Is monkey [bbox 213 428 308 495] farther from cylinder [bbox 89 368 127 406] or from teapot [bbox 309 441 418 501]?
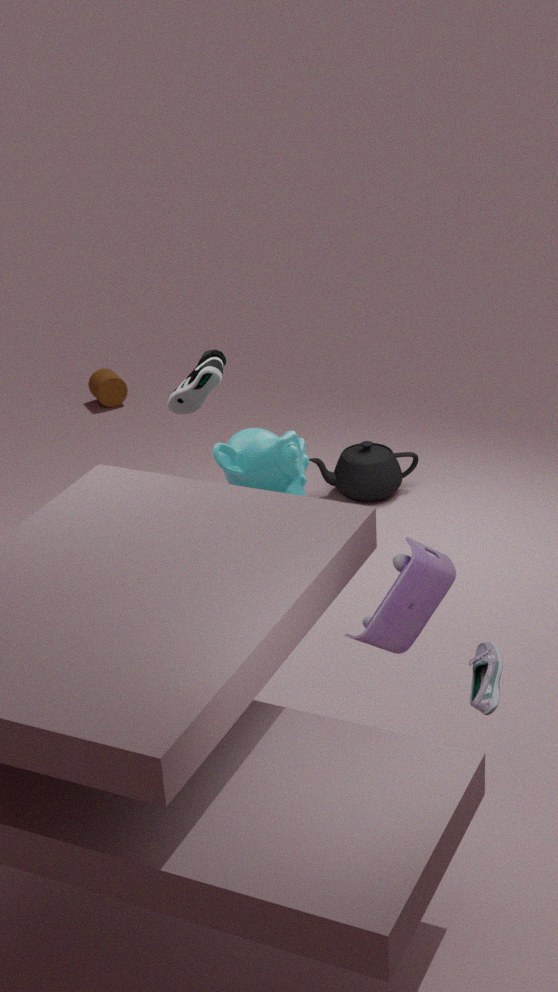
cylinder [bbox 89 368 127 406]
